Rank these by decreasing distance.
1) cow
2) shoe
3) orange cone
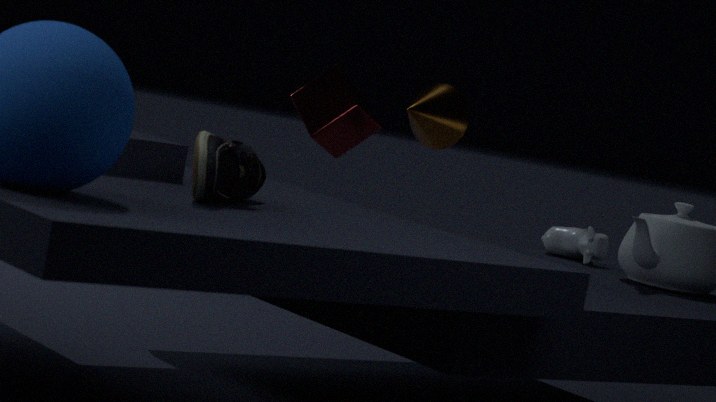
1. cow < 3. orange cone < 2. shoe
